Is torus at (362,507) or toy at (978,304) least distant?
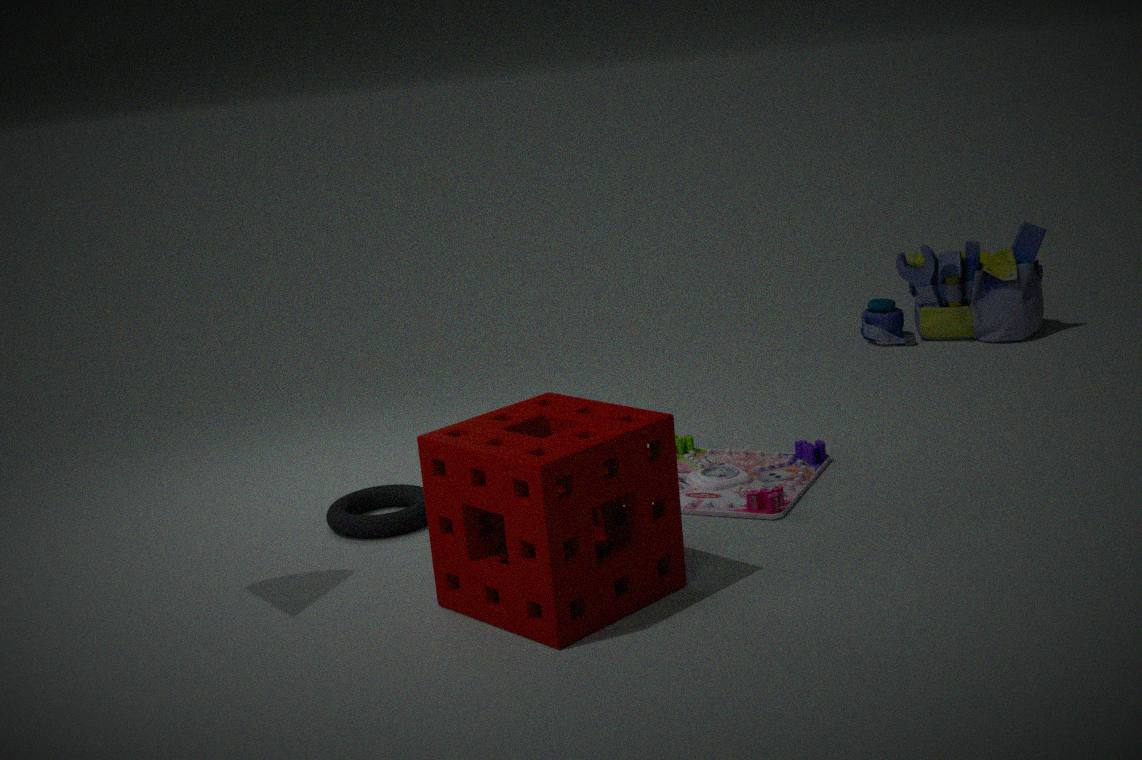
torus at (362,507)
